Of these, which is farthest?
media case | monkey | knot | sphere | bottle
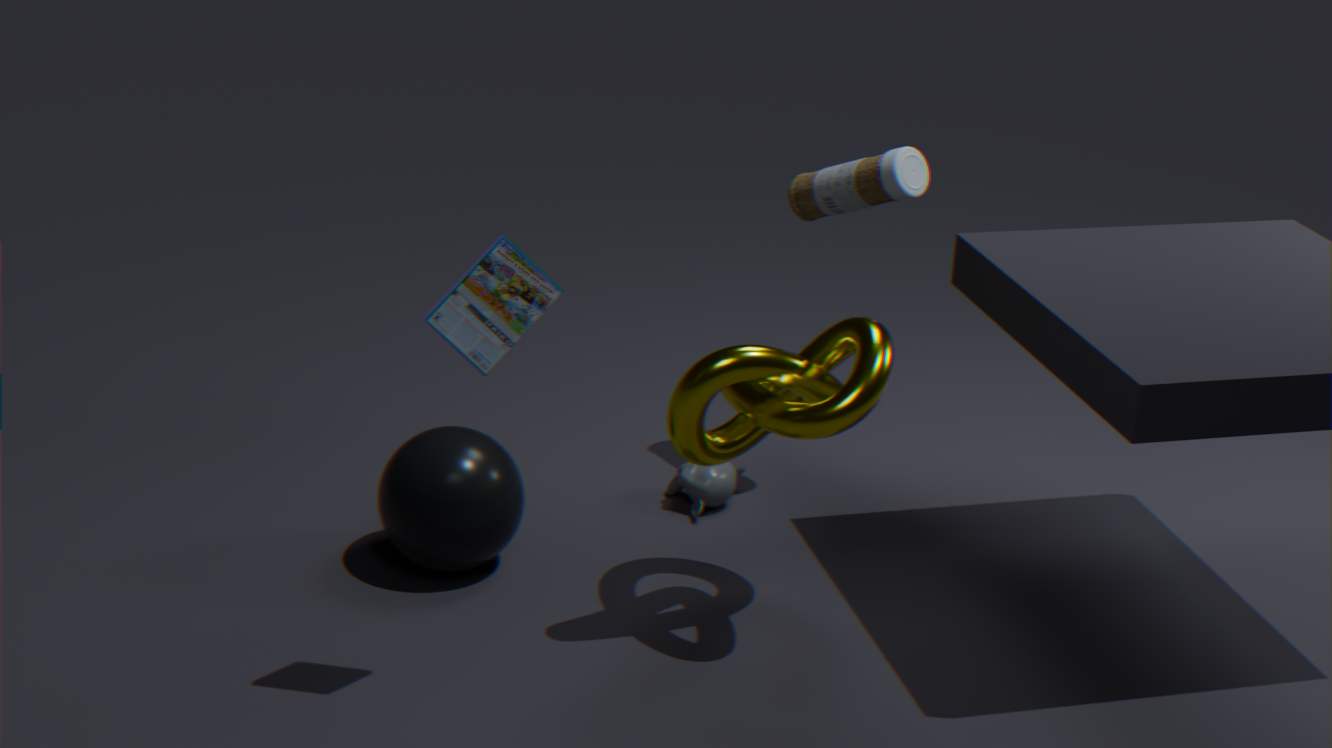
monkey
